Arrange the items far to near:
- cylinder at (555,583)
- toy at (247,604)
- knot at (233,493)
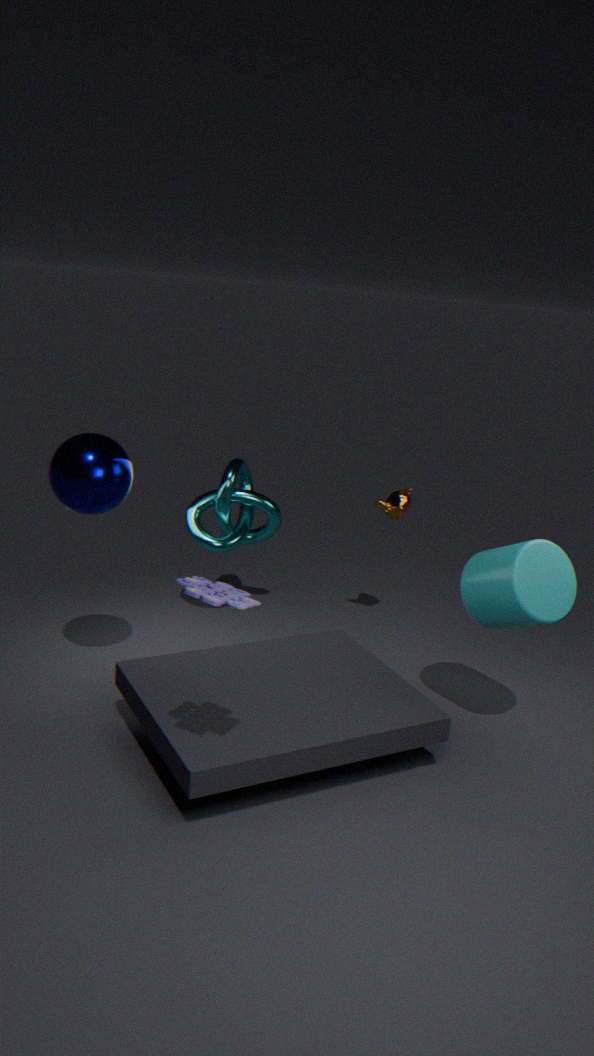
knot at (233,493) → cylinder at (555,583) → toy at (247,604)
